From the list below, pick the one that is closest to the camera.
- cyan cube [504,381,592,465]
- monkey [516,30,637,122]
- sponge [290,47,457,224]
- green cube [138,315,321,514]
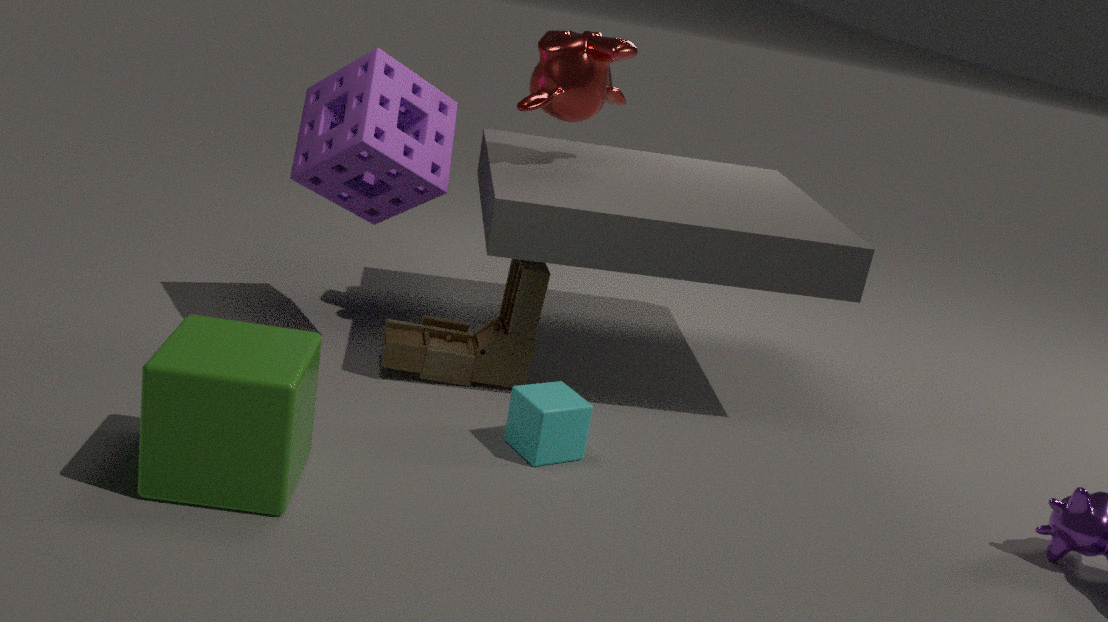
green cube [138,315,321,514]
